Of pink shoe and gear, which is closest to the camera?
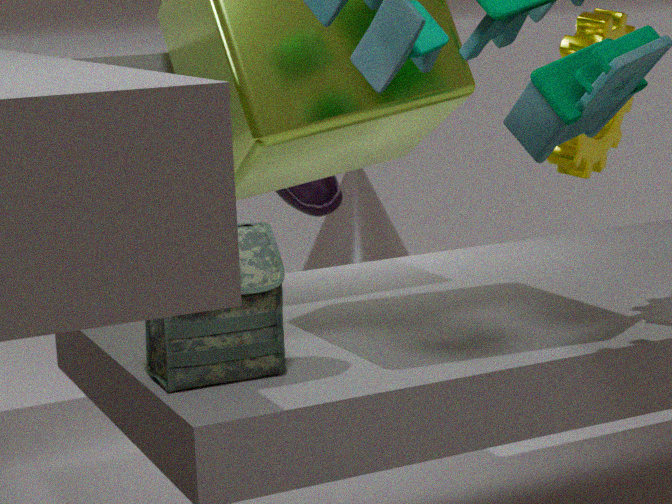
gear
